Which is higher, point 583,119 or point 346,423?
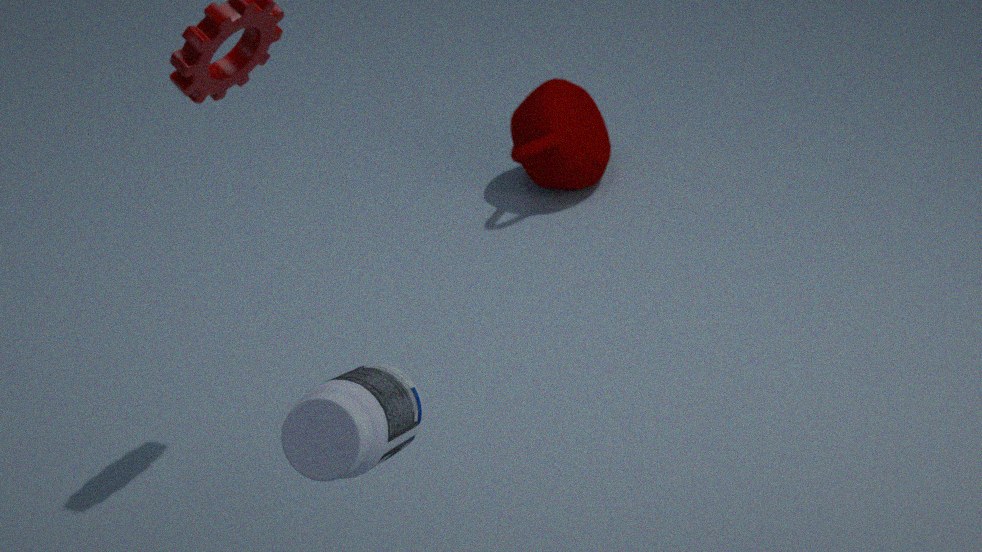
→ point 346,423
